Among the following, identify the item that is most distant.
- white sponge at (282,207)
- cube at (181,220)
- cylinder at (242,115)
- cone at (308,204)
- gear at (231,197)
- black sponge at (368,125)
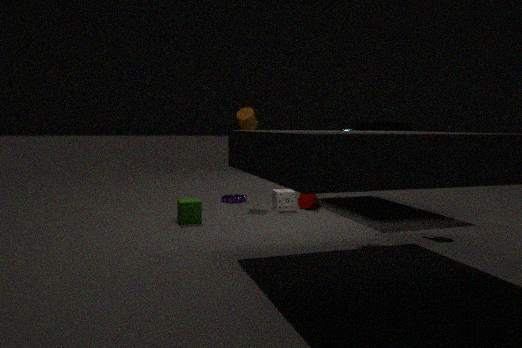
gear at (231,197)
